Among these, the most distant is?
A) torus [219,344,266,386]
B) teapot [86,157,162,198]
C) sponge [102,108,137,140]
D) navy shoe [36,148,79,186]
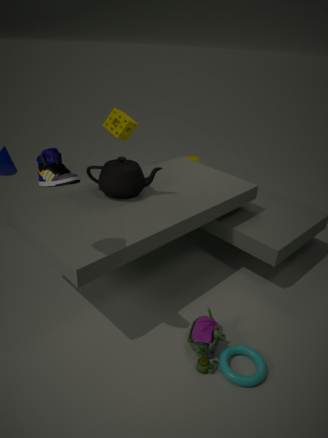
sponge [102,108,137,140]
